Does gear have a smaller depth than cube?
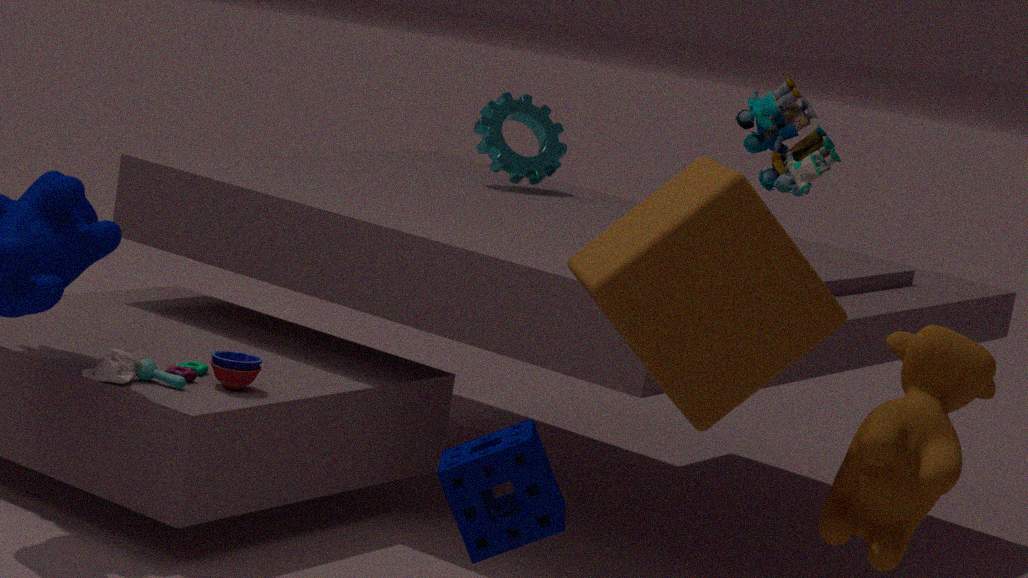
No
